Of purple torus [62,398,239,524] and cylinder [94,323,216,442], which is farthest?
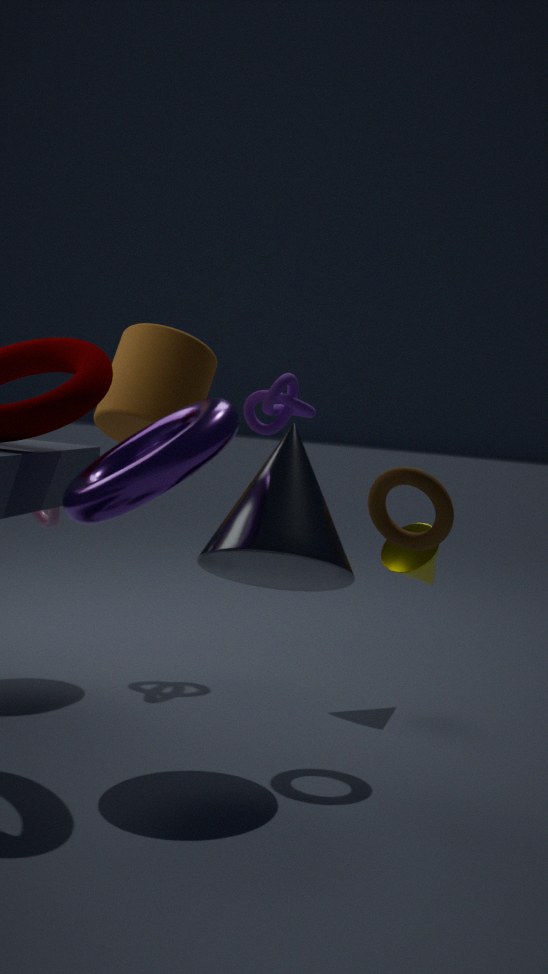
cylinder [94,323,216,442]
